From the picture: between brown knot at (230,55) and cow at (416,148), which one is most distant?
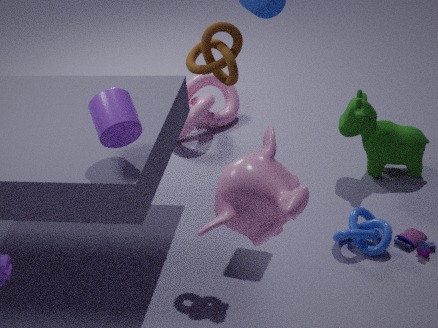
cow at (416,148)
